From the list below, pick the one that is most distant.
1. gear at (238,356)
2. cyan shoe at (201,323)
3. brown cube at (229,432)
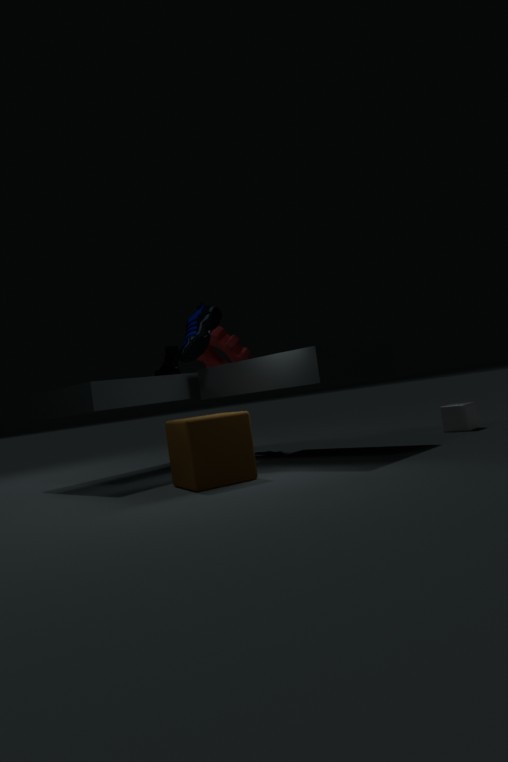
gear at (238,356)
